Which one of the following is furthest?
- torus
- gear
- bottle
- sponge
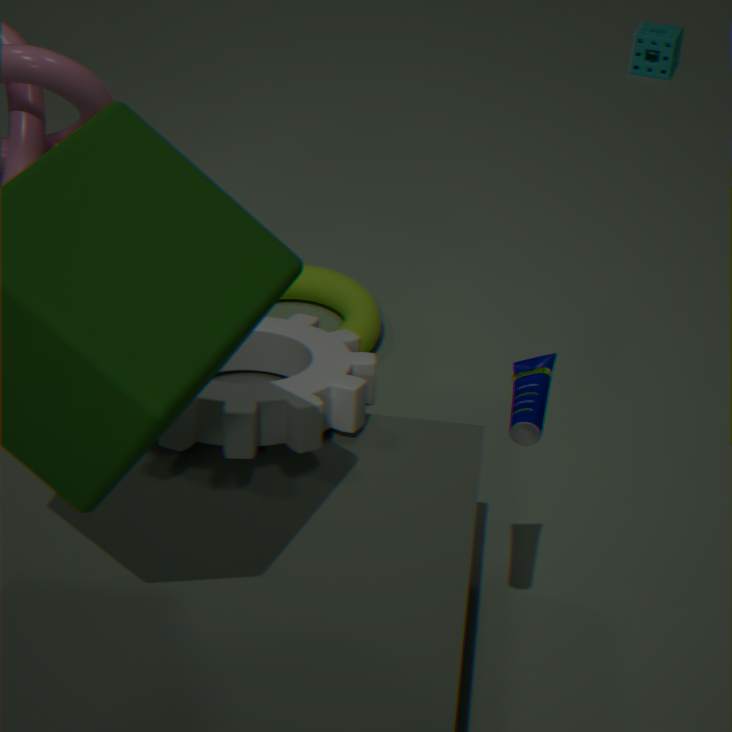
sponge
